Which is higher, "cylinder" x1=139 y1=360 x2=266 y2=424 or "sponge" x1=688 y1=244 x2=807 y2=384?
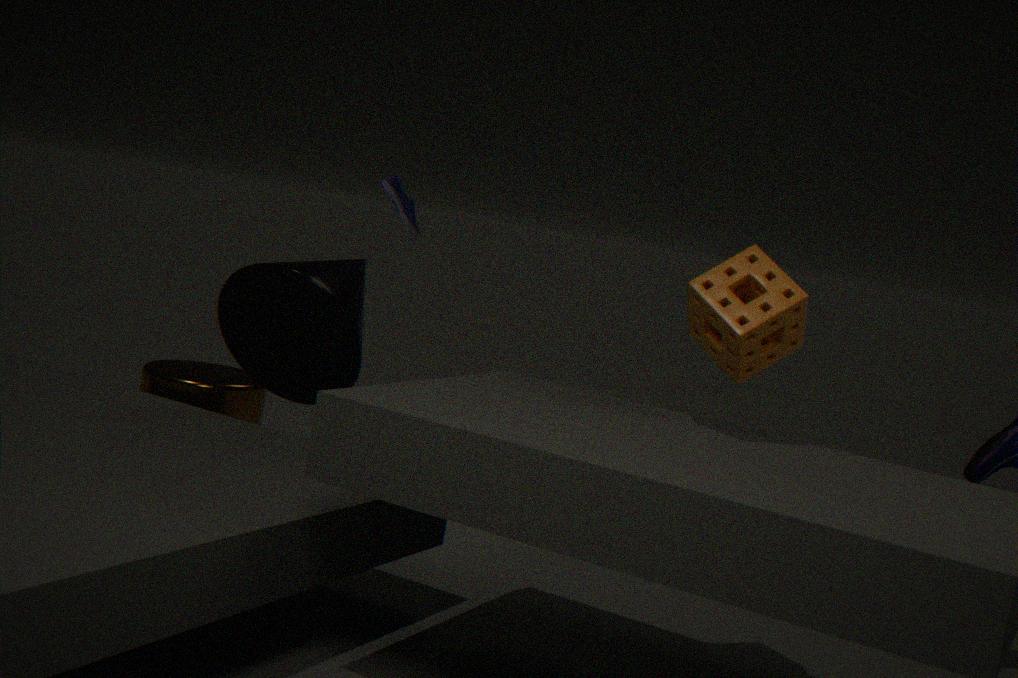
"sponge" x1=688 y1=244 x2=807 y2=384
